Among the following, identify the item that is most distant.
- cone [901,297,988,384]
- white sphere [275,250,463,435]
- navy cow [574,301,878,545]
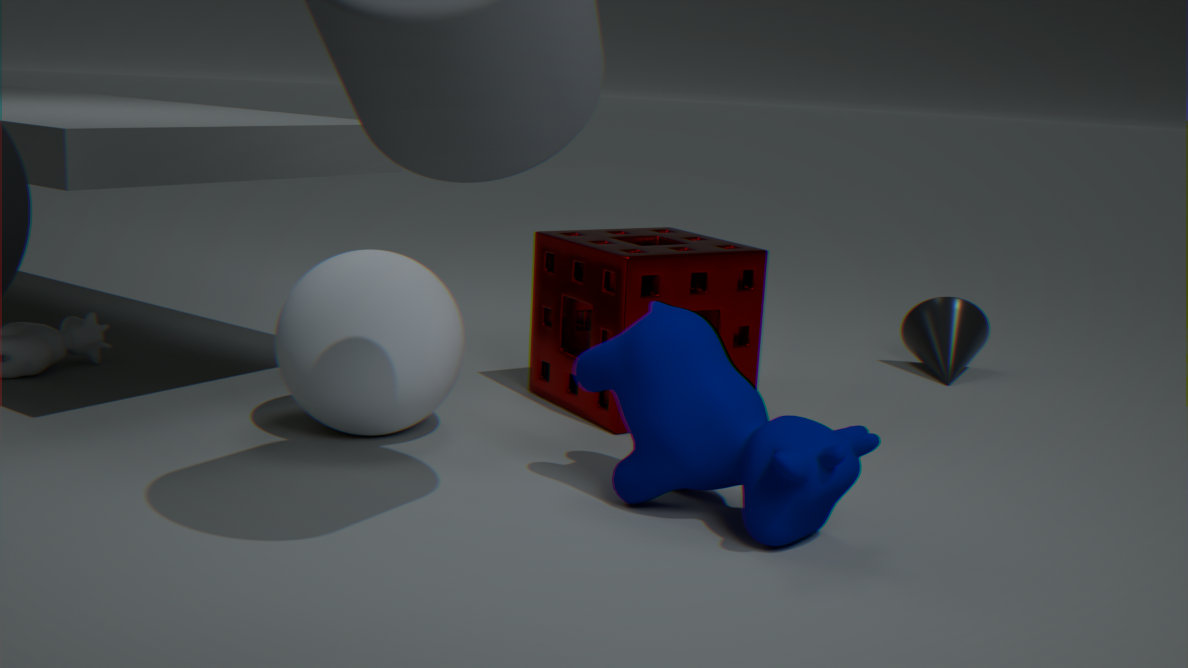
cone [901,297,988,384]
